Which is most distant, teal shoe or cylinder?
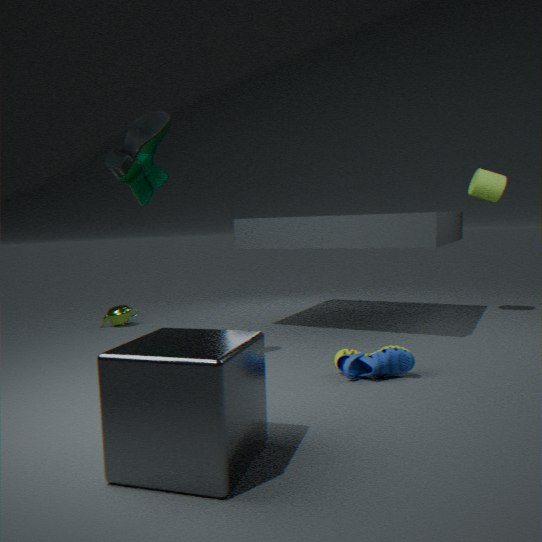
cylinder
